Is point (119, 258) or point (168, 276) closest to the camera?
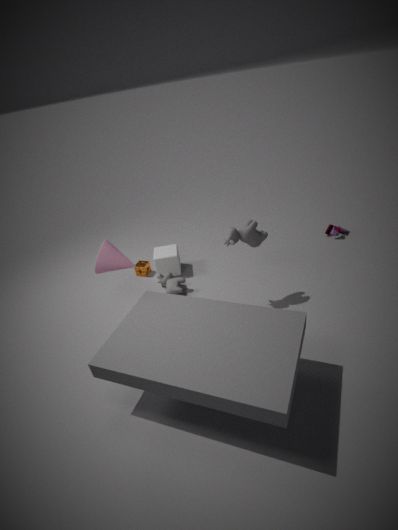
point (119, 258)
